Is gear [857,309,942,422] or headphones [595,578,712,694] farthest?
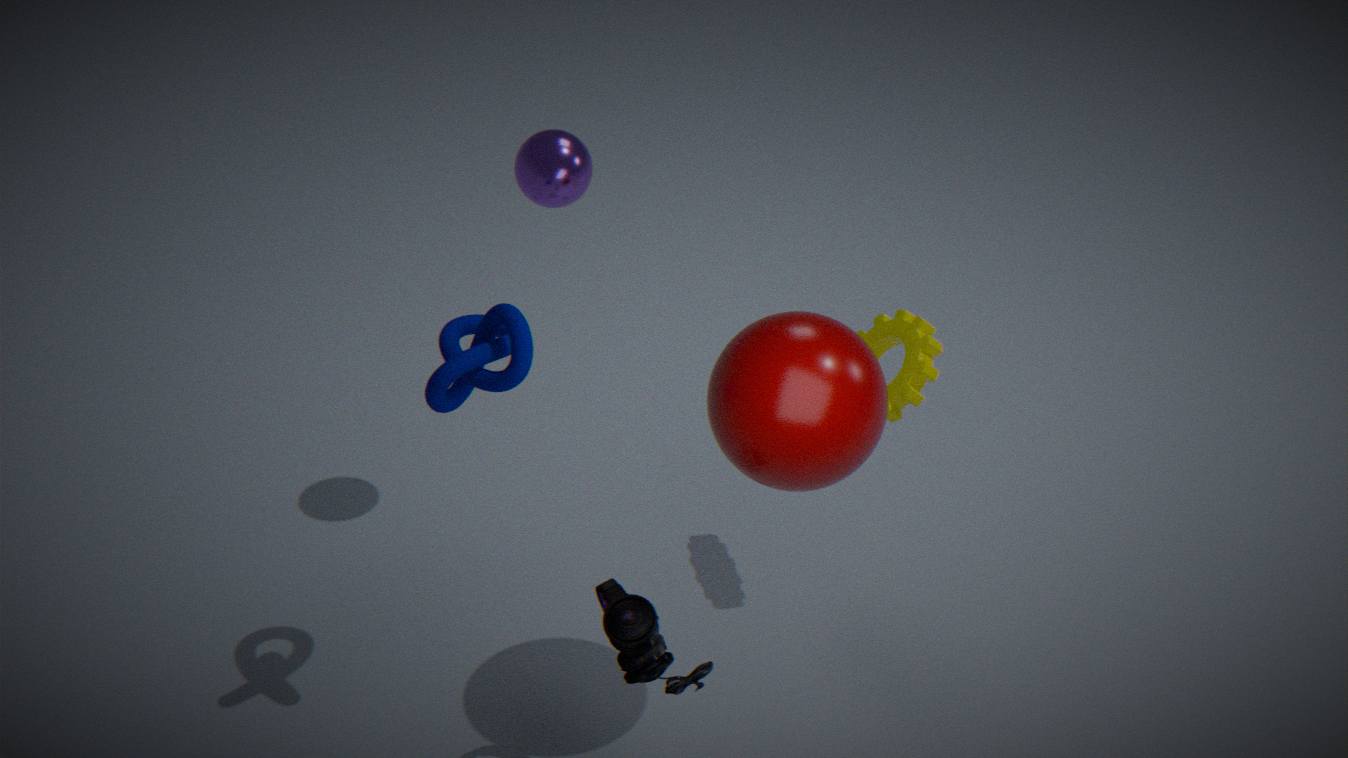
gear [857,309,942,422]
